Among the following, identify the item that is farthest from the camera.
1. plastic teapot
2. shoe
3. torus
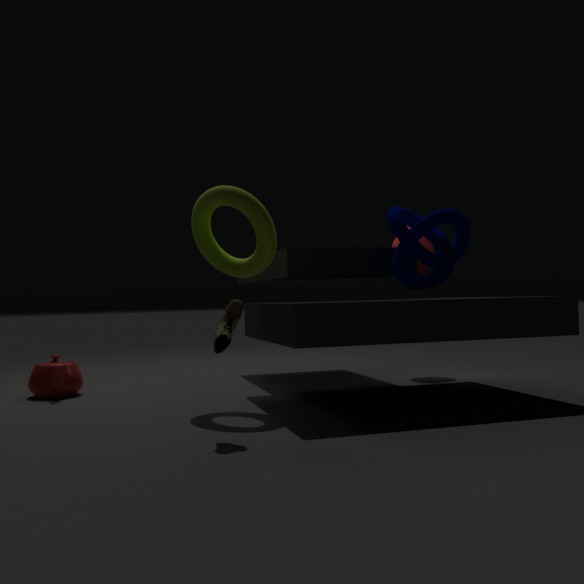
plastic teapot
